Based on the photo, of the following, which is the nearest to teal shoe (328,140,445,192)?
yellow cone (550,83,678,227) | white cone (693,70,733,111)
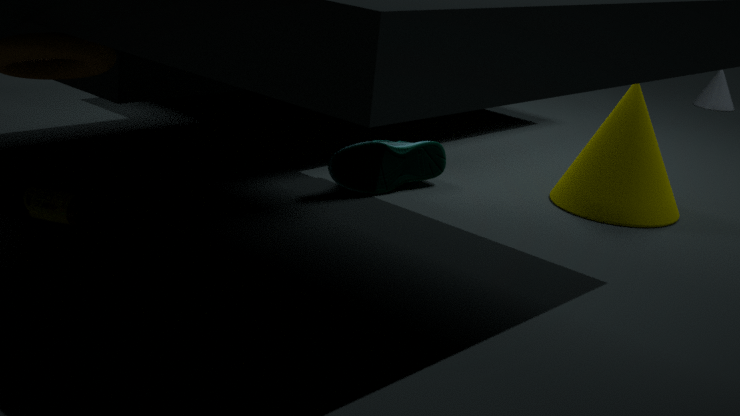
yellow cone (550,83,678,227)
